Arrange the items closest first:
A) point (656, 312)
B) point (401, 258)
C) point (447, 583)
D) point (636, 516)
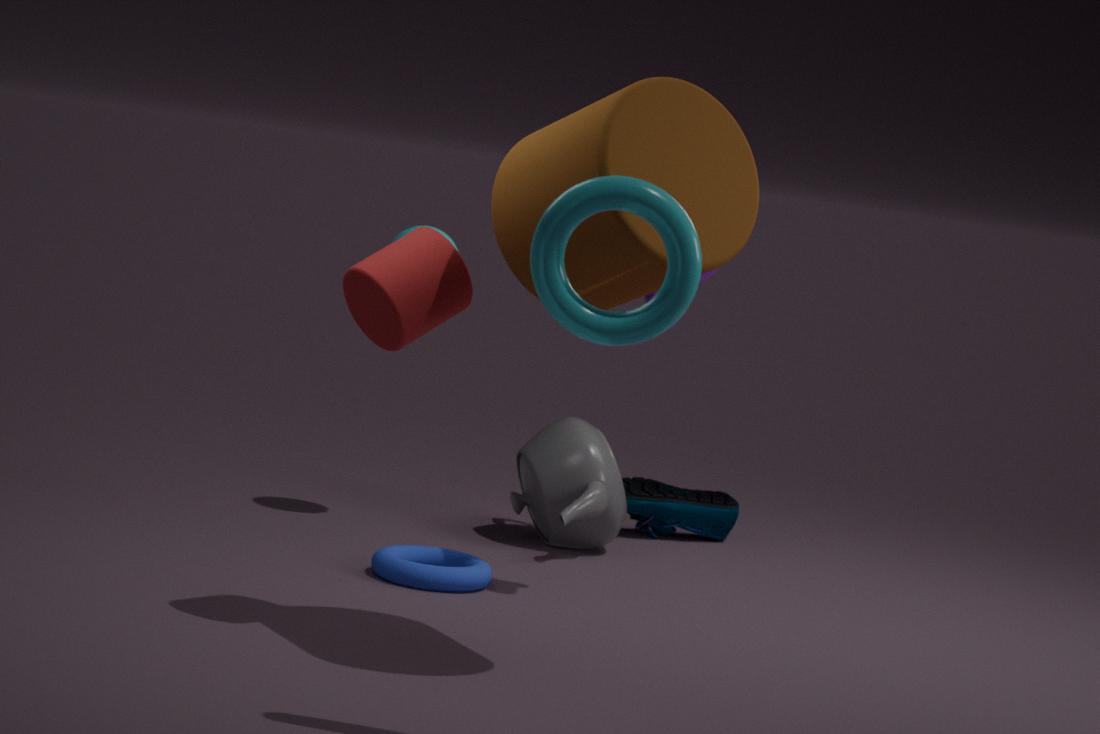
A. point (656, 312) < B. point (401, 258) < C. point (447, 583) < D. point (636, 516)
